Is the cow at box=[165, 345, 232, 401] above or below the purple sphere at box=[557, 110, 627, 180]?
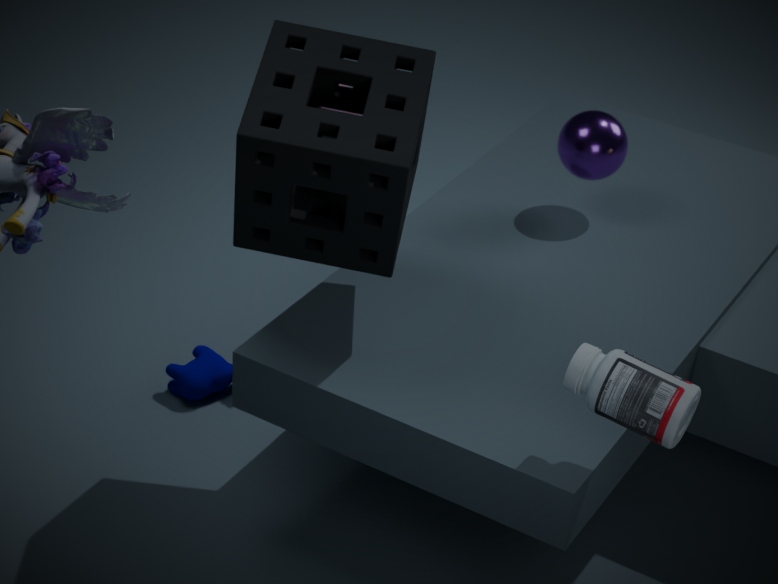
below
